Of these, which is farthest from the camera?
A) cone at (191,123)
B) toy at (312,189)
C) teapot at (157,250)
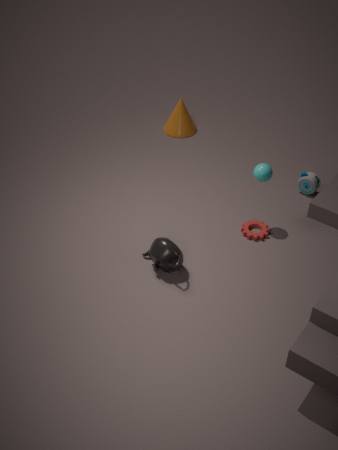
cone at (191,123)
